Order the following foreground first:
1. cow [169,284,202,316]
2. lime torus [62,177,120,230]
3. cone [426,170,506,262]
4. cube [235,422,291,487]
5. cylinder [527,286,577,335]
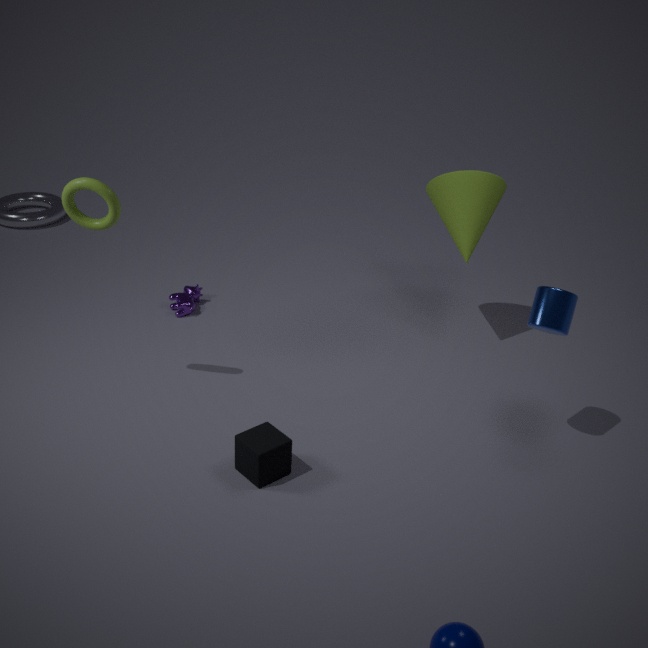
cube [235,422,291,487] < cylinder [527,286,577,335] < lime torus [62,177,120,230] < cone [426,170,506,262] < cow [169,284,202,316]
